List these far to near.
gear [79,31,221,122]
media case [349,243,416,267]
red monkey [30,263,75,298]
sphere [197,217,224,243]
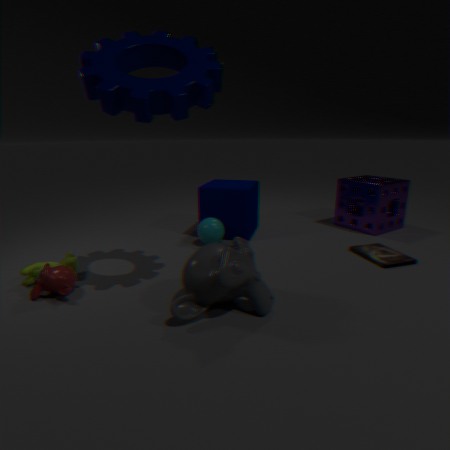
sphere [197,217,224,243]
media case [349,243,416,267]
red monkey [30,263,75,298]
gear [79,31,221,122]
